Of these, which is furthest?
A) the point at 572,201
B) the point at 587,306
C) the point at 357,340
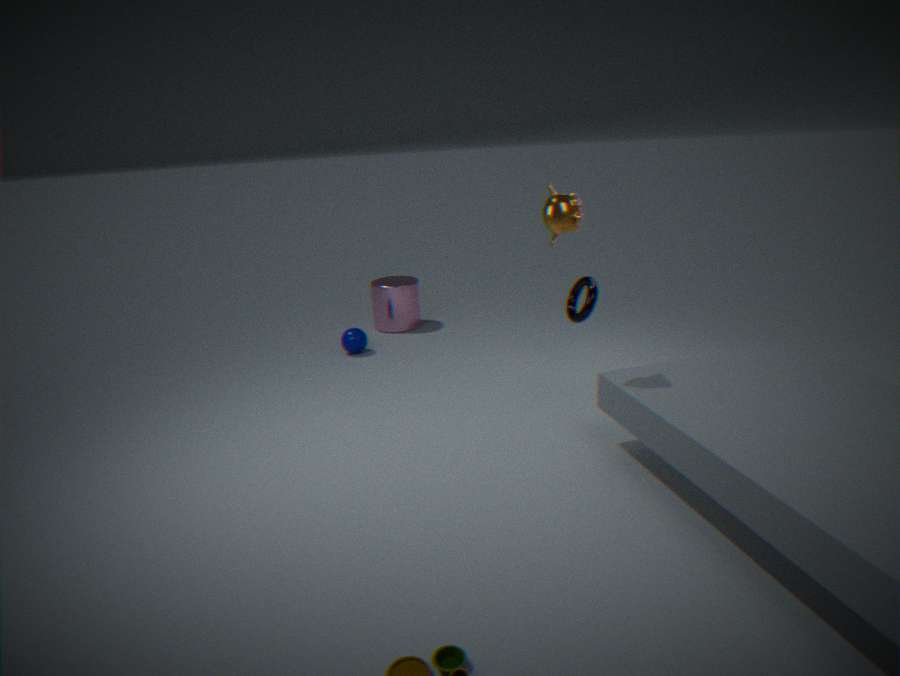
the point at 357,340
